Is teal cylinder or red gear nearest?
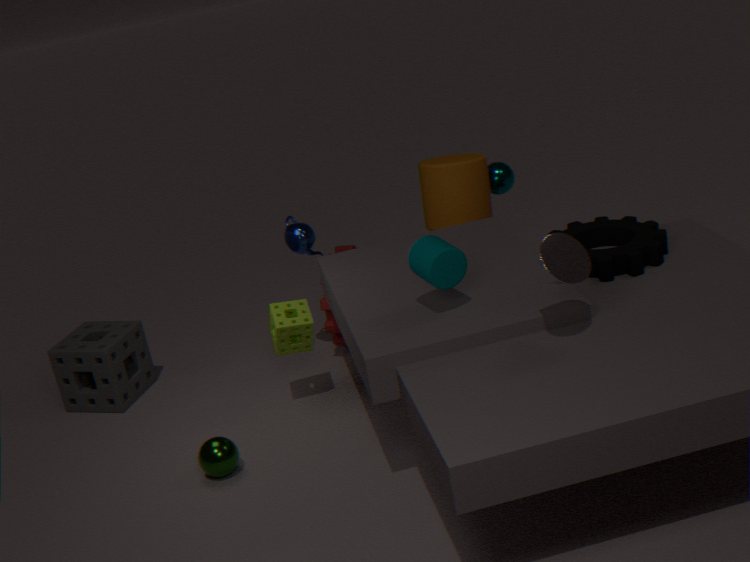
teal cylinder
